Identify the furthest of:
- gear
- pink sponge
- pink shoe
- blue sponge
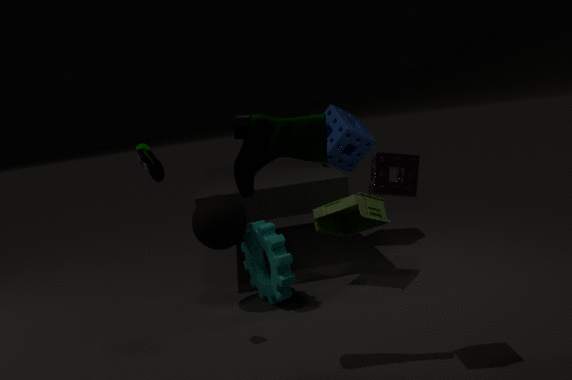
blue sponge
